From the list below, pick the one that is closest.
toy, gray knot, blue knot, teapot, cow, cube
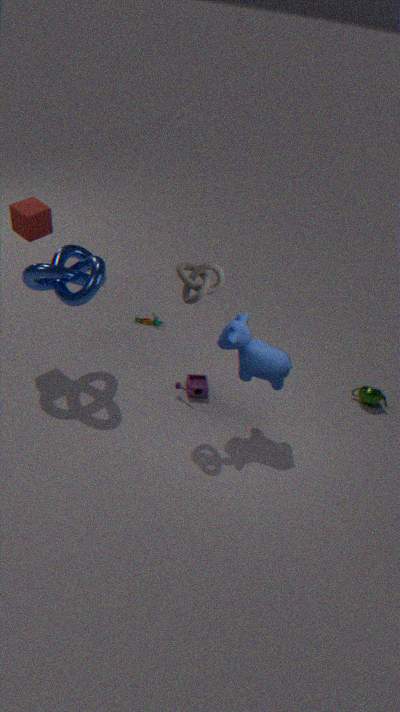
gray knot
